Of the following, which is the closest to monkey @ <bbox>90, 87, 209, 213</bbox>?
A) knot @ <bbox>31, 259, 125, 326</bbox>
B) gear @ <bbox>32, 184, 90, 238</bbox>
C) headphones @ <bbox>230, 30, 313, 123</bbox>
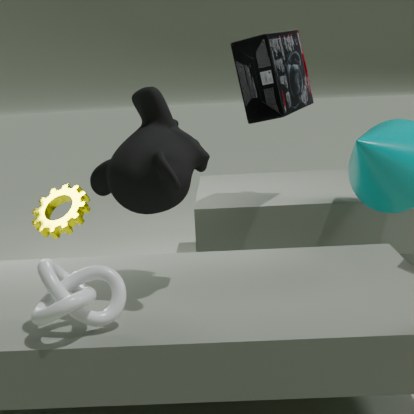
knot @ <bbox>31, 259, 125, 326</bbox>
